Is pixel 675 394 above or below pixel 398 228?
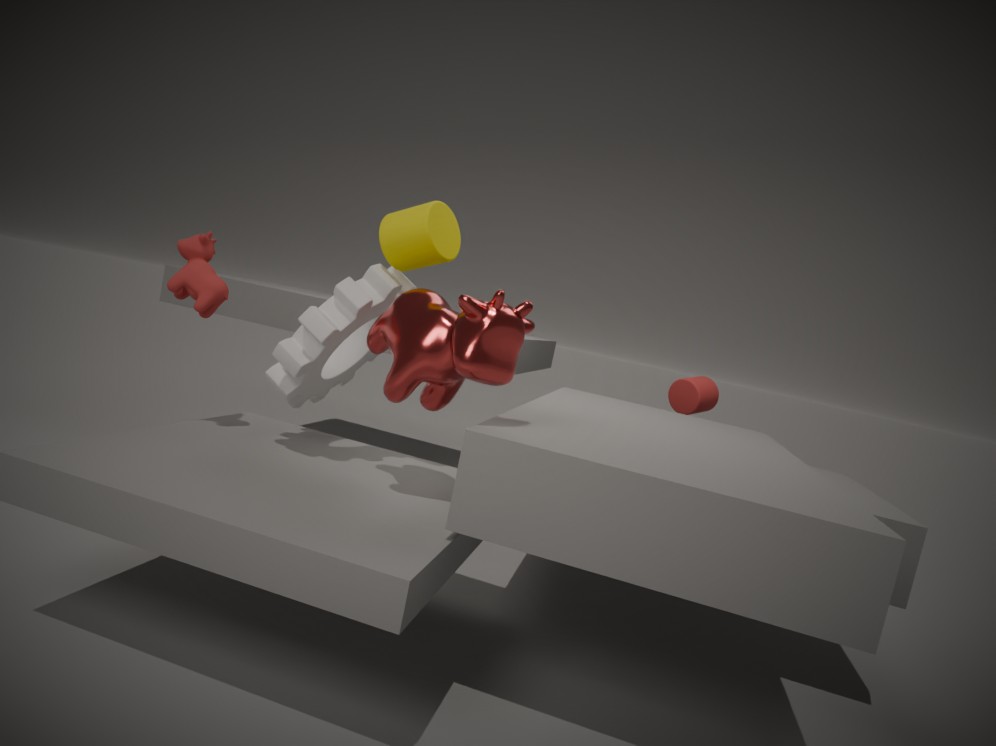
below
